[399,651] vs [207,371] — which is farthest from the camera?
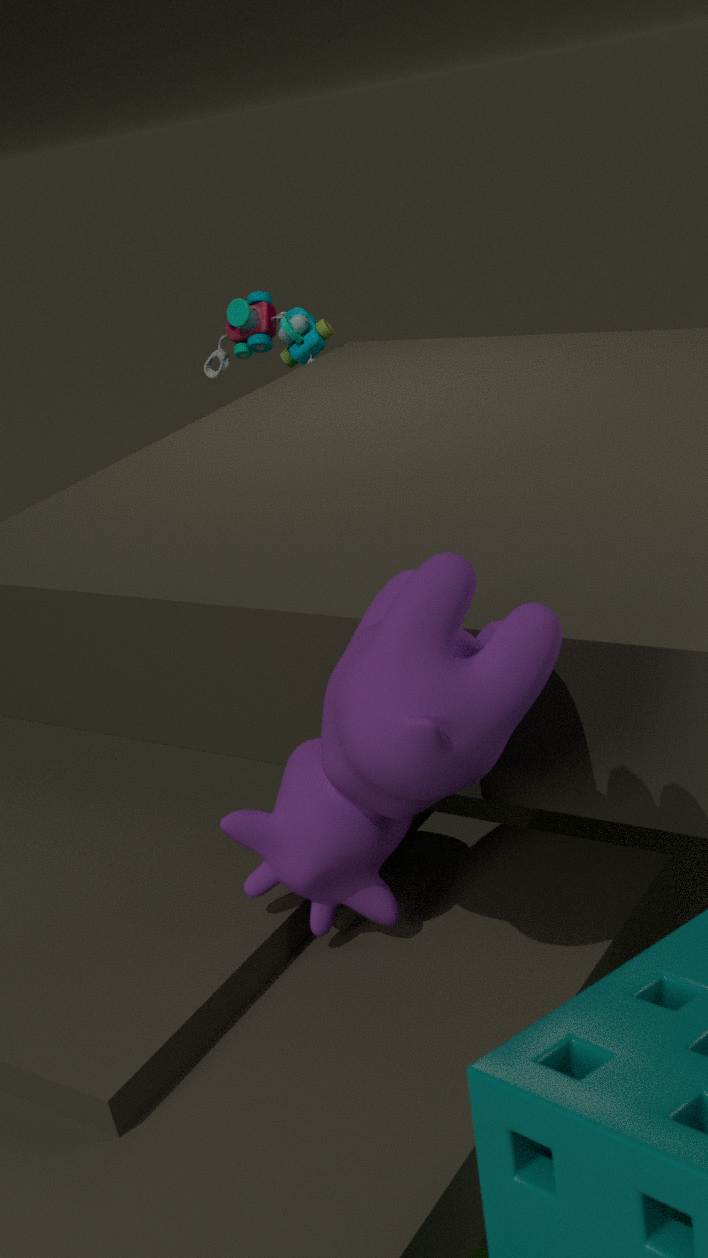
[207,371]
